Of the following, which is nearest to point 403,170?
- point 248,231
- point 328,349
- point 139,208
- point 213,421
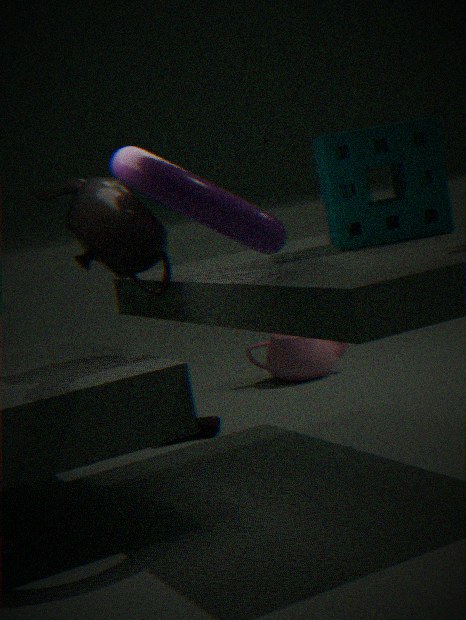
point 248,231
